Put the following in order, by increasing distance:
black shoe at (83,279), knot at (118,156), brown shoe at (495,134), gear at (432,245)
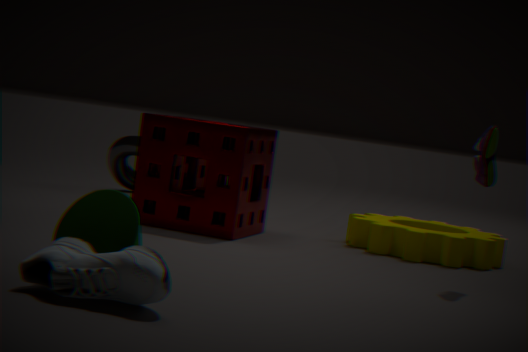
black shoe at (83,279)
brown shoe at (495,134)
gear at (432,245)
knot at (118,156)
